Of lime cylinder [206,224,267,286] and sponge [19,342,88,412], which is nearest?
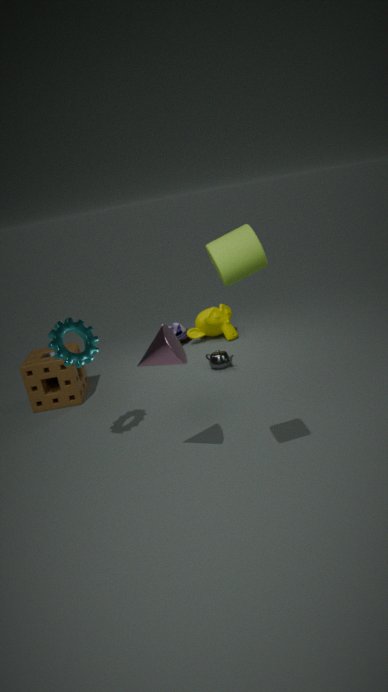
lime cylinder [206,224,267,286]
